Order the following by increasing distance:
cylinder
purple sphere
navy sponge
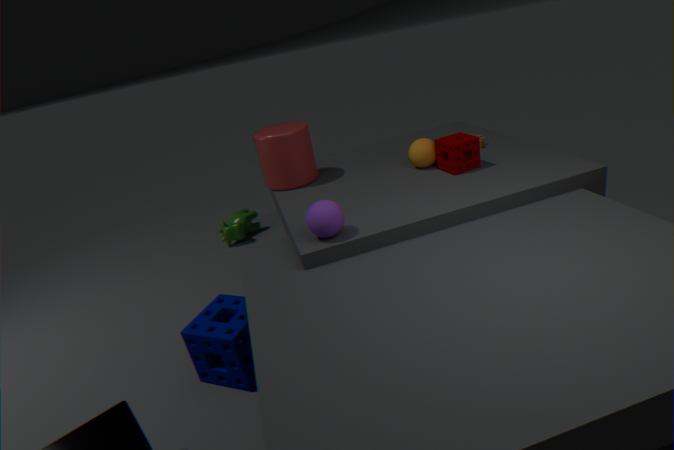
purple sphere, navy sponge, cylinder
